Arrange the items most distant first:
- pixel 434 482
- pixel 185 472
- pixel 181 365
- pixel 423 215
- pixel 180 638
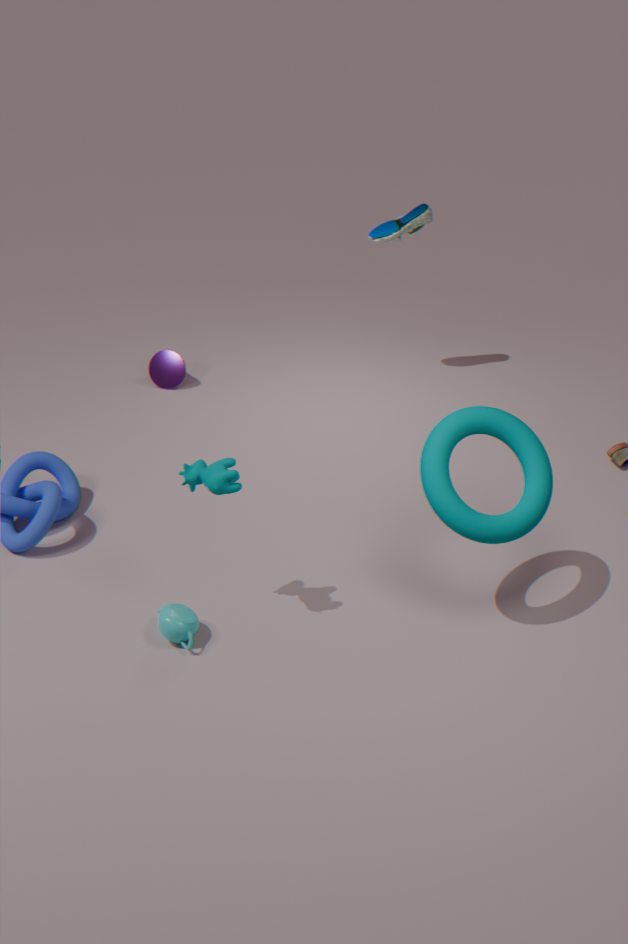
pixel 181 365
pixel 423 215
pixel 180 638
pixel 185 472
pixel 434 482
